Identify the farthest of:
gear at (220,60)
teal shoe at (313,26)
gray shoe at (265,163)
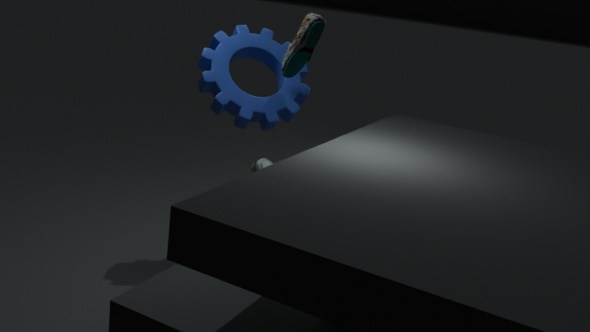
gear at (220,60)
